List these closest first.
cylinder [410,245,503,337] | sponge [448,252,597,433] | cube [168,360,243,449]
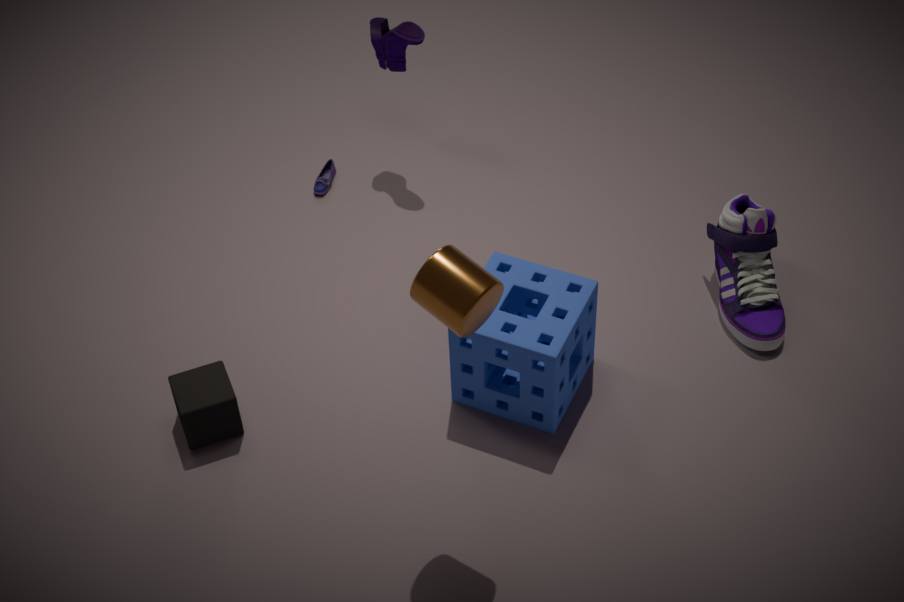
cylinder [410,245,503,337], sponge [448,252,597,433], cube [168,360,243,449]
